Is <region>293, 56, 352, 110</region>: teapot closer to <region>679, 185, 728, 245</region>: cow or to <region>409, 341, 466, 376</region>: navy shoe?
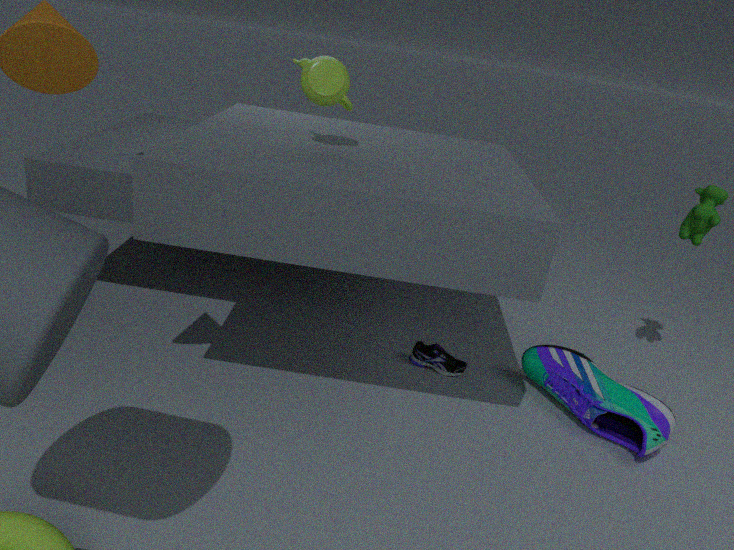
<region>409, 341, 466, 376</region>: navy shoe
